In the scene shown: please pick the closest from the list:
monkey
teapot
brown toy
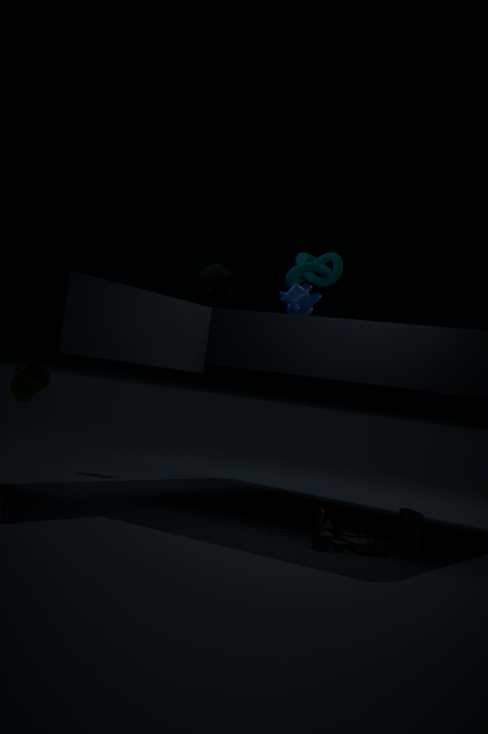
brown toy
